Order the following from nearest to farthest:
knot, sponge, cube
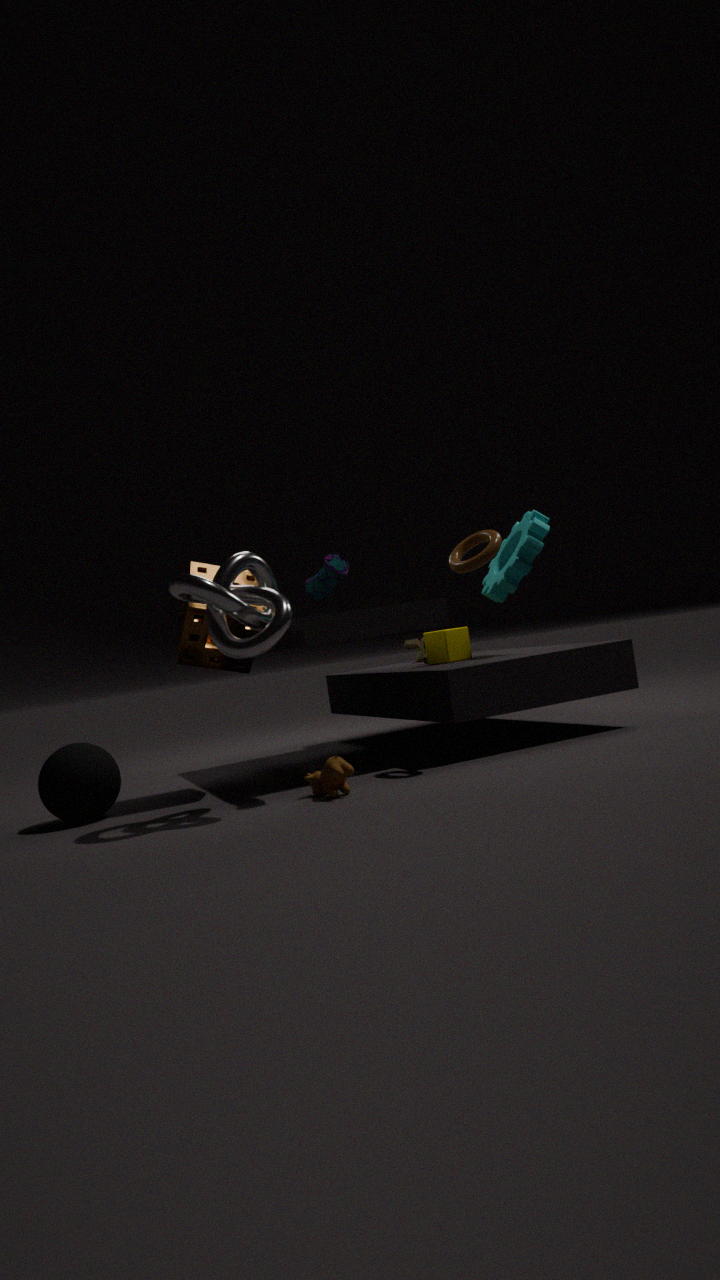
knot, sponge, cube
